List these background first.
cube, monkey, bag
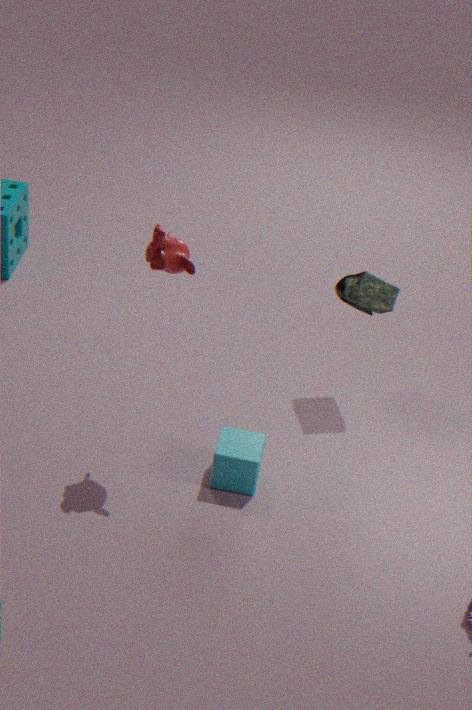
bag < cube < monkey
